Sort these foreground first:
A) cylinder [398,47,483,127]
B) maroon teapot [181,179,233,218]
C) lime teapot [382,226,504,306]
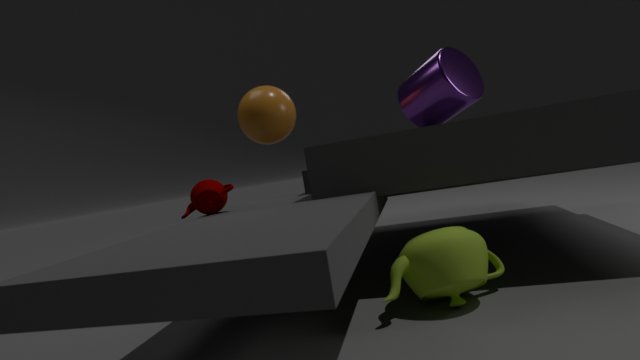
lime teapot [382,226,504,306] < maroon teapot [181,179,233,218] < cylinder [398,47,483,127]
